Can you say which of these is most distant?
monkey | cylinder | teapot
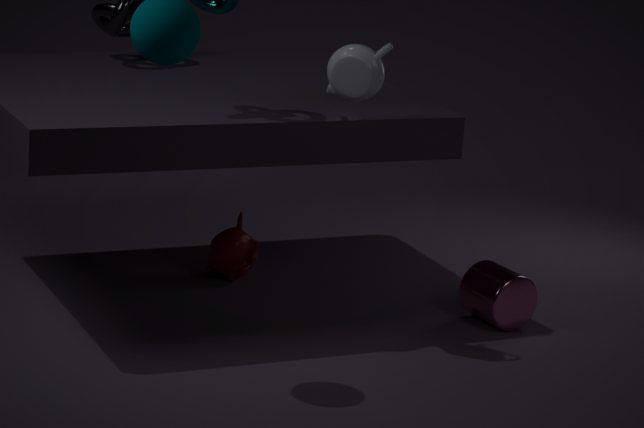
monkey
